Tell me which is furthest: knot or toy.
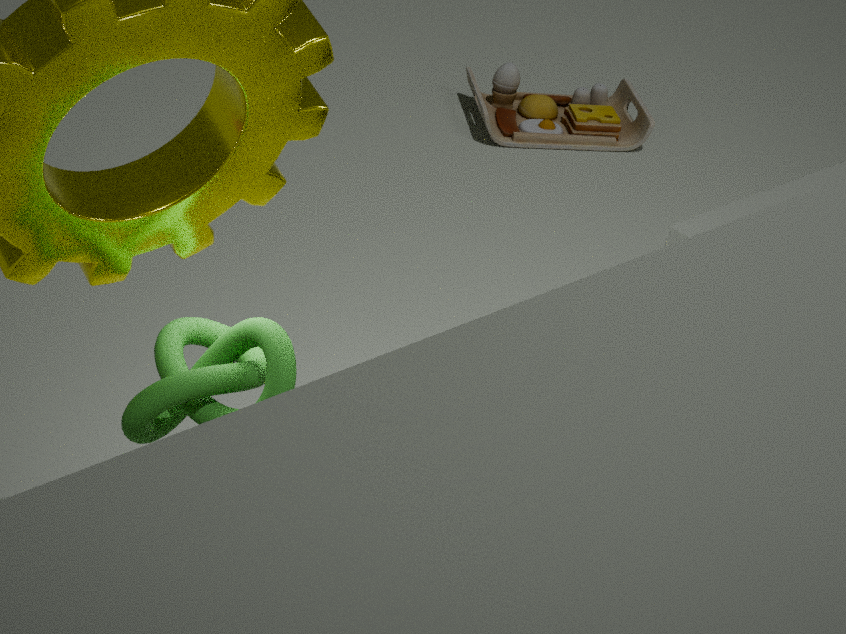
toy
